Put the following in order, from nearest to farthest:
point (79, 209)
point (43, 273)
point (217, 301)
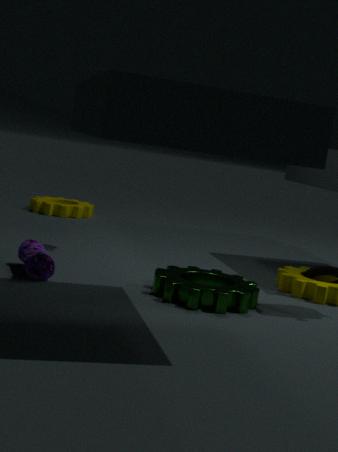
point (217, 301), point (43, 273), point (79, 209)
